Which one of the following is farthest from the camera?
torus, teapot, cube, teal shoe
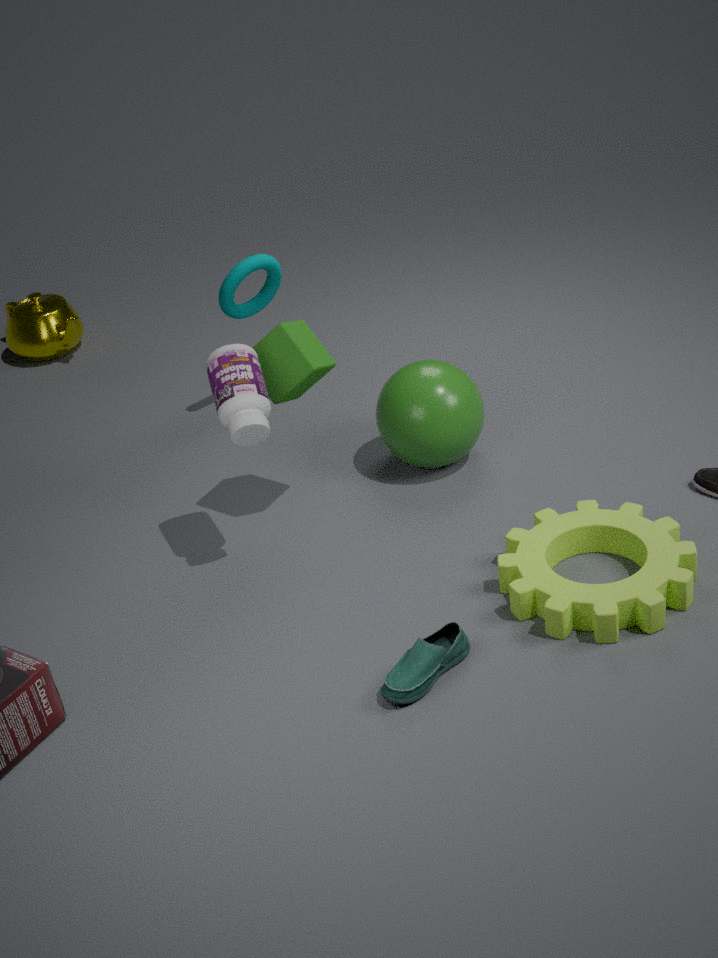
teapot
